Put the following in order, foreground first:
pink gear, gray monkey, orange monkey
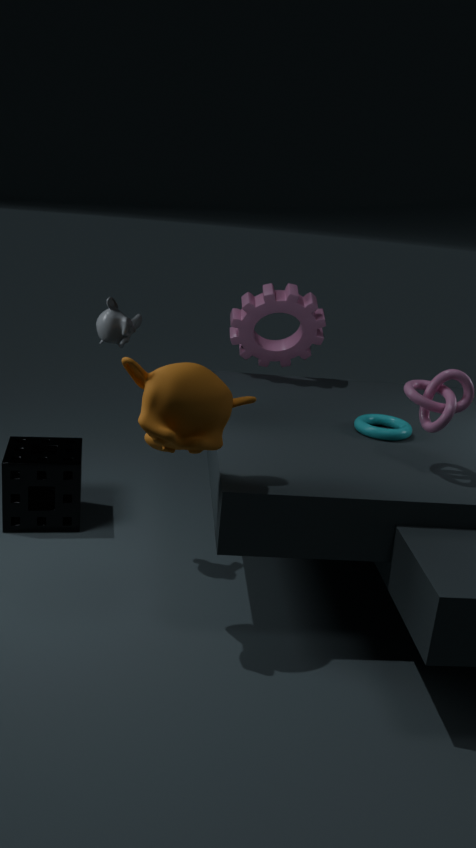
1. orange monkey
2. gray monkey
3. pink gear
